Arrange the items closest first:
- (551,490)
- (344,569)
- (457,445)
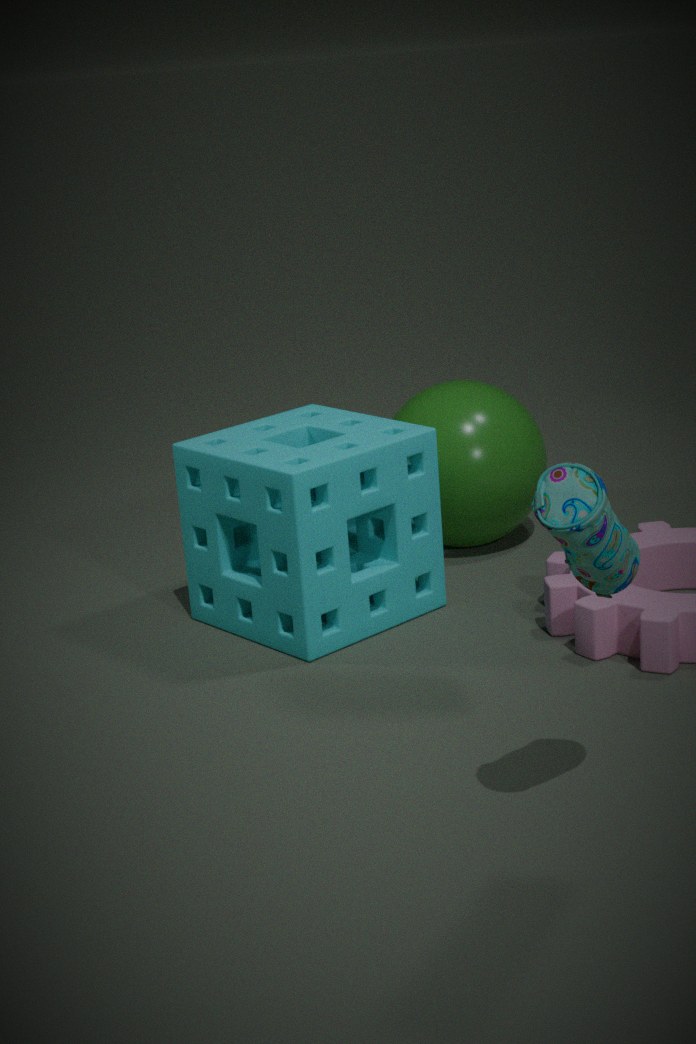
(551,490) < (344,569) < (457,445)
